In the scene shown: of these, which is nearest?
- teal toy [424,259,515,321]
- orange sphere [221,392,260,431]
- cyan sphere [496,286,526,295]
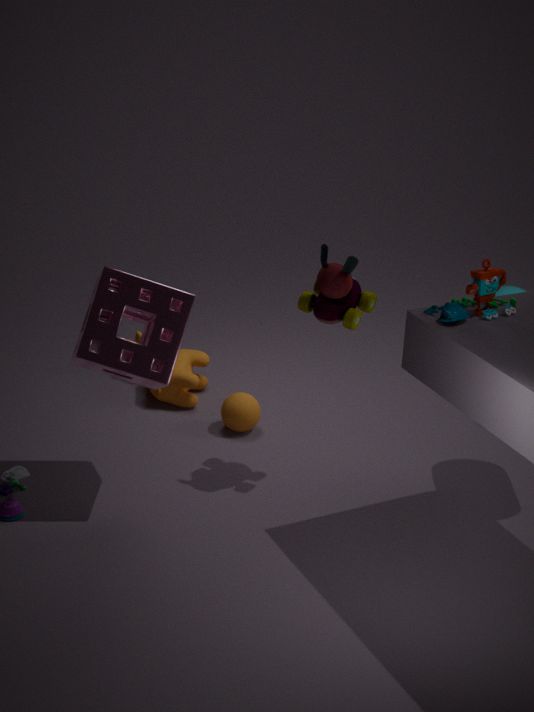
teal toy [424,259,515,321]
